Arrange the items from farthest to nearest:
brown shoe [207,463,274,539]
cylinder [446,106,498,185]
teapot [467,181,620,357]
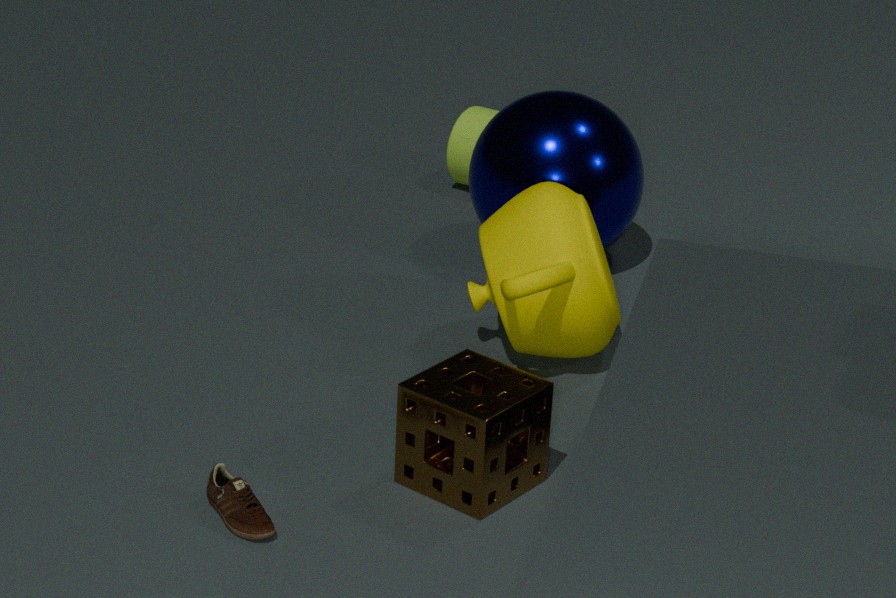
cylinder [446,106,498,185]
teapot [467,181,620,357]
brown shoe [207,463,274,539]
